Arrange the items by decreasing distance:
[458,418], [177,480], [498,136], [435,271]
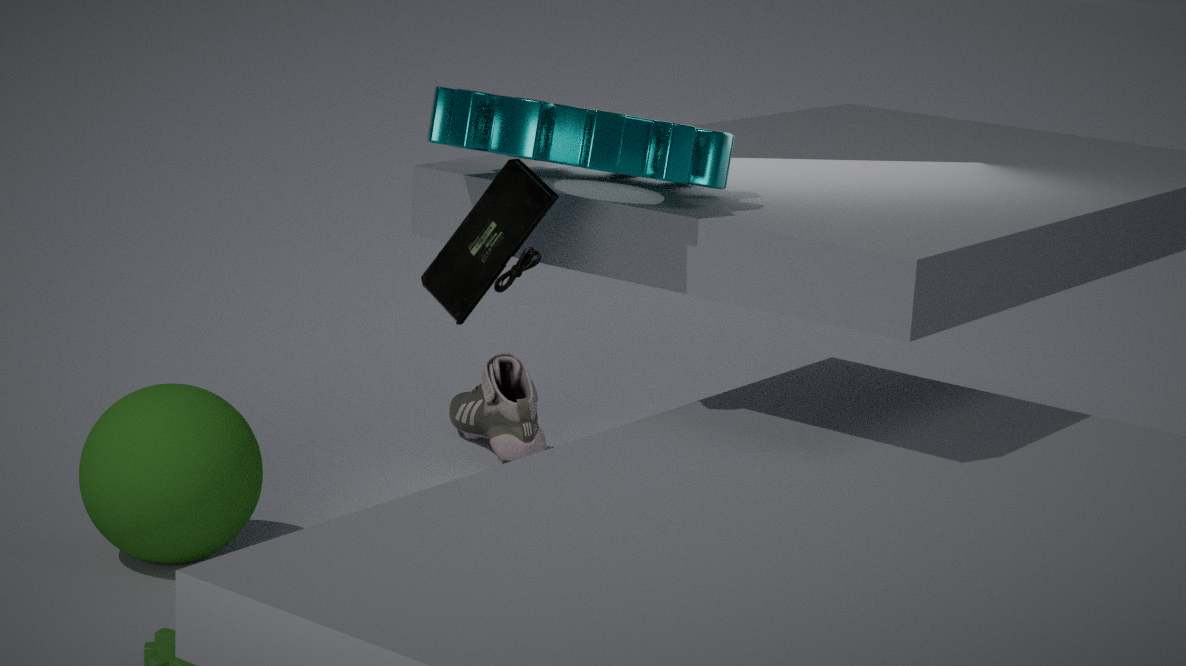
[458,418] < [177,480] < [435,271] < [498,136]
